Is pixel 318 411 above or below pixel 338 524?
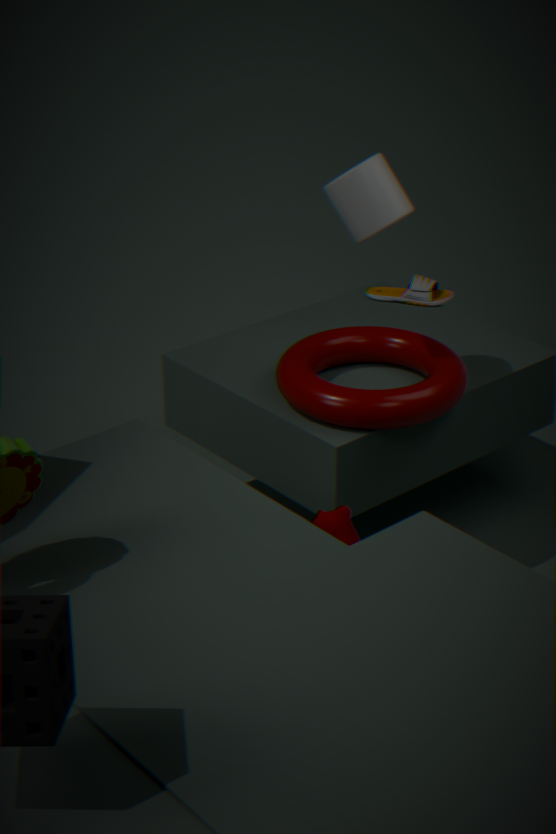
above
